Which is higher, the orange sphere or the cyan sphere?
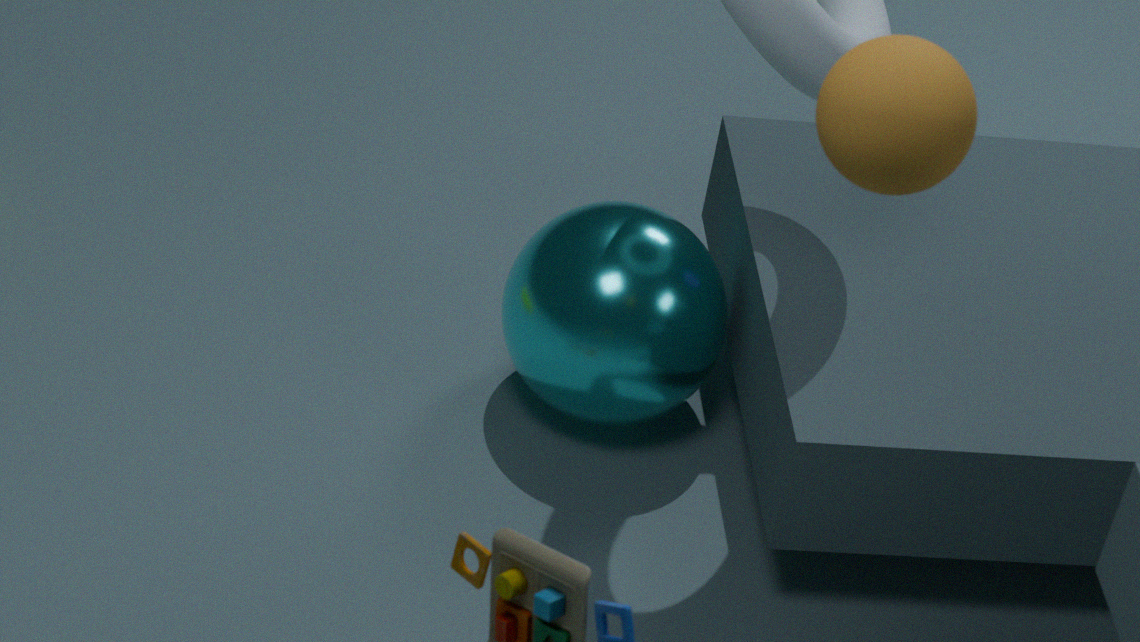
the orange sphere
